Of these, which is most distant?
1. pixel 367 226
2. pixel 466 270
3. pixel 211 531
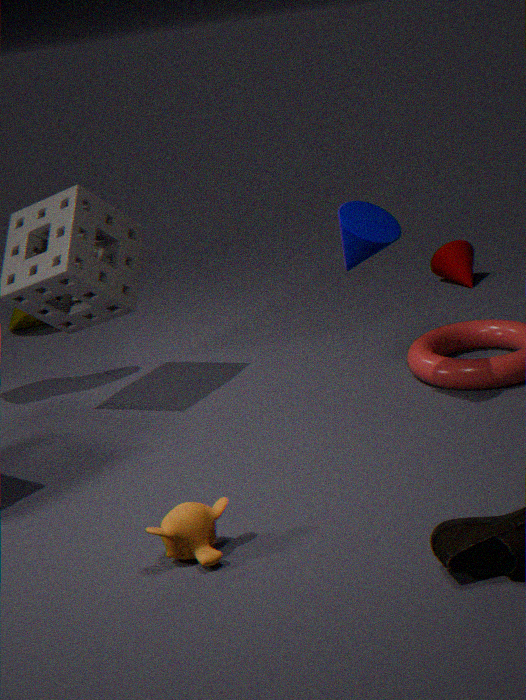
pixel 466 270
